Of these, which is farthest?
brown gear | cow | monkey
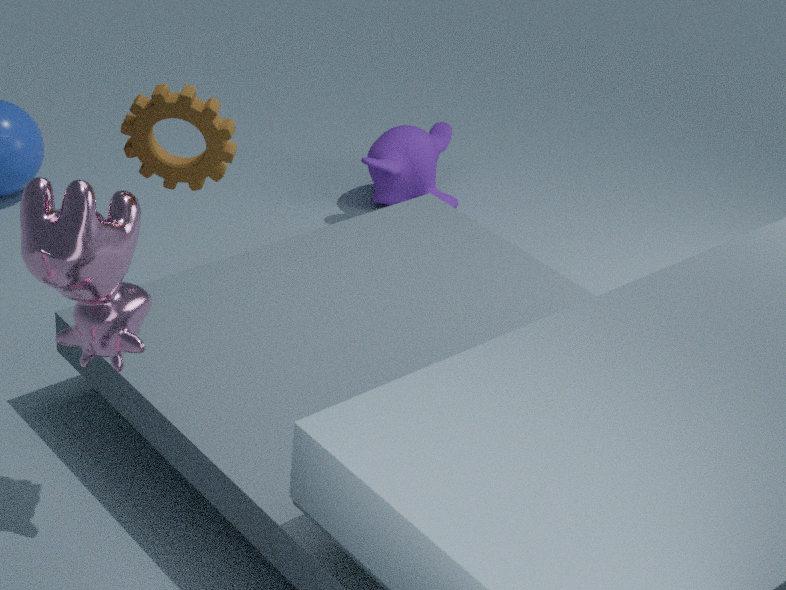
monkey
